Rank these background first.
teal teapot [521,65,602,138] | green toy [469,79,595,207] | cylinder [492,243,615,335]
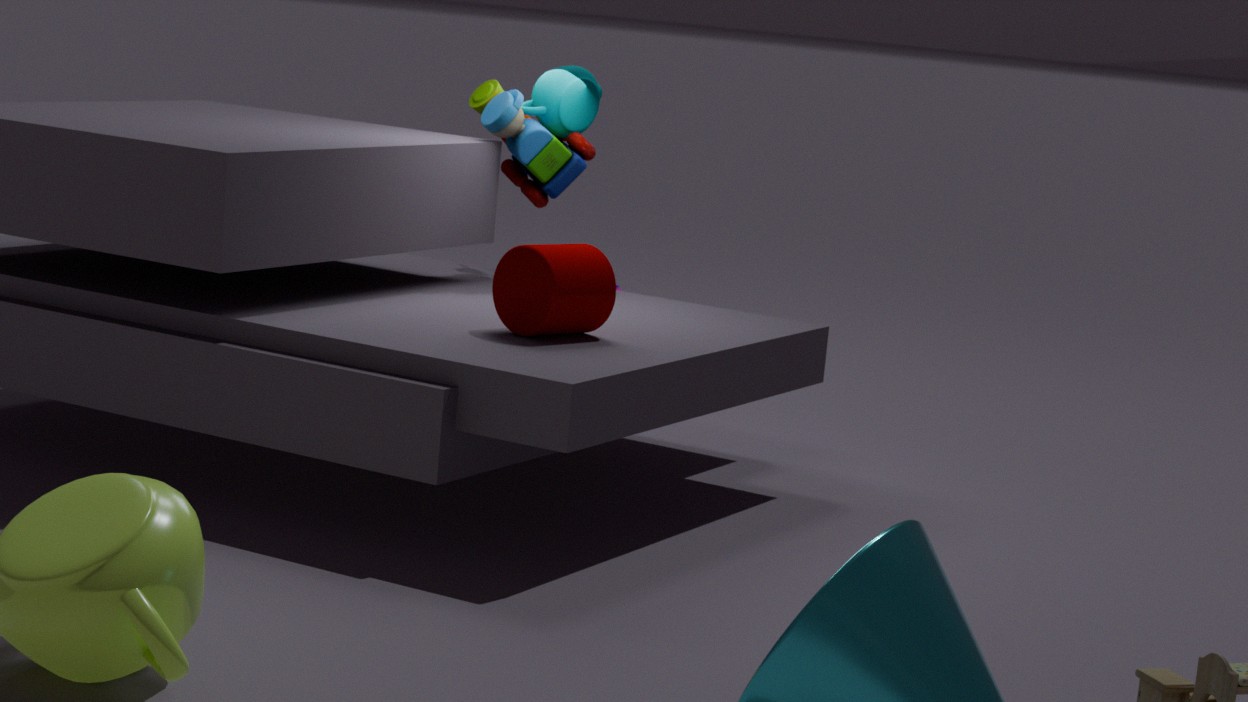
teal teapot [521,65,602,138] → green toy [469,79,595,207] → cylinder [492,243,615,335]
